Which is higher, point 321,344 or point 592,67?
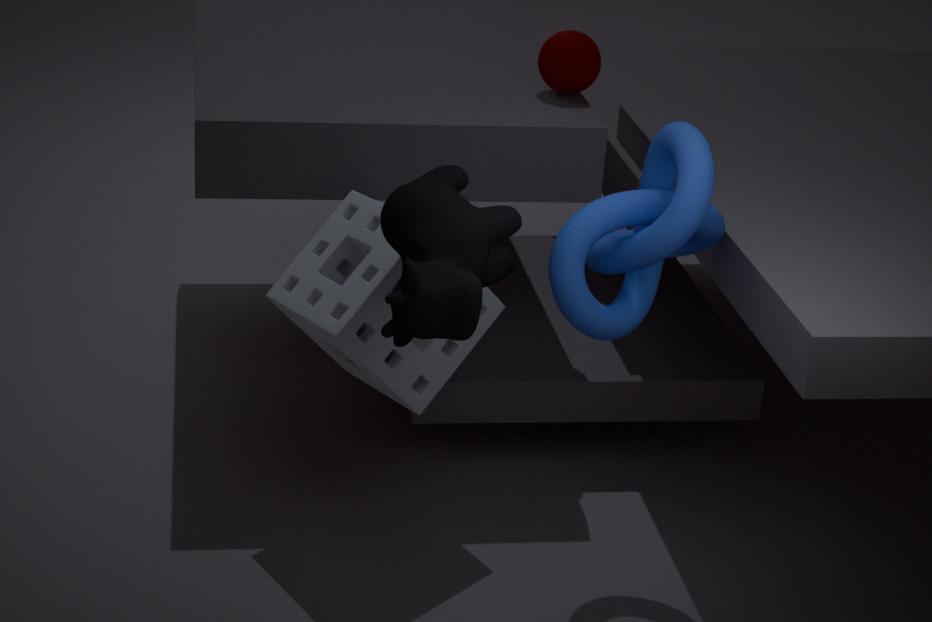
point 592,67
